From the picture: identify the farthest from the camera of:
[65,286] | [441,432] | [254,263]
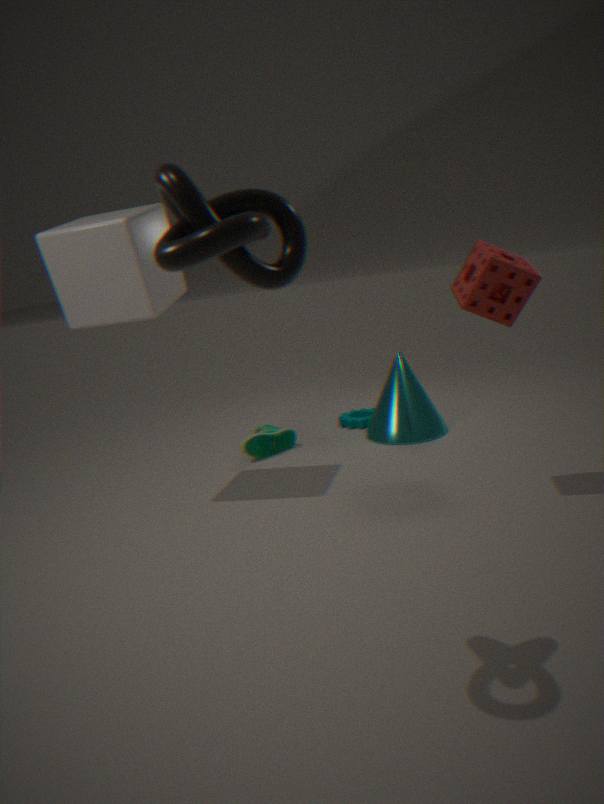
[441,432]
